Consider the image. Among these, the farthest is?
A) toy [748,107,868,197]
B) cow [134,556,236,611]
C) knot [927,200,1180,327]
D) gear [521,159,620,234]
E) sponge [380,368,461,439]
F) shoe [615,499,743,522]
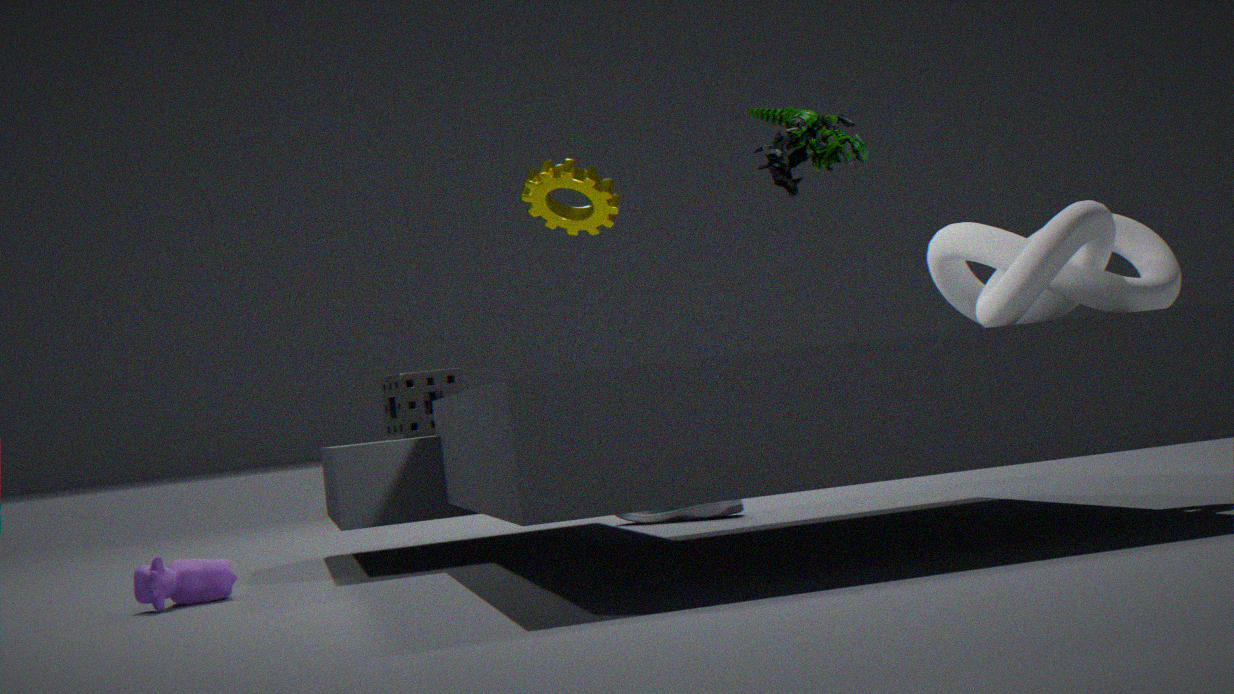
shoe [615,499,743,522]
